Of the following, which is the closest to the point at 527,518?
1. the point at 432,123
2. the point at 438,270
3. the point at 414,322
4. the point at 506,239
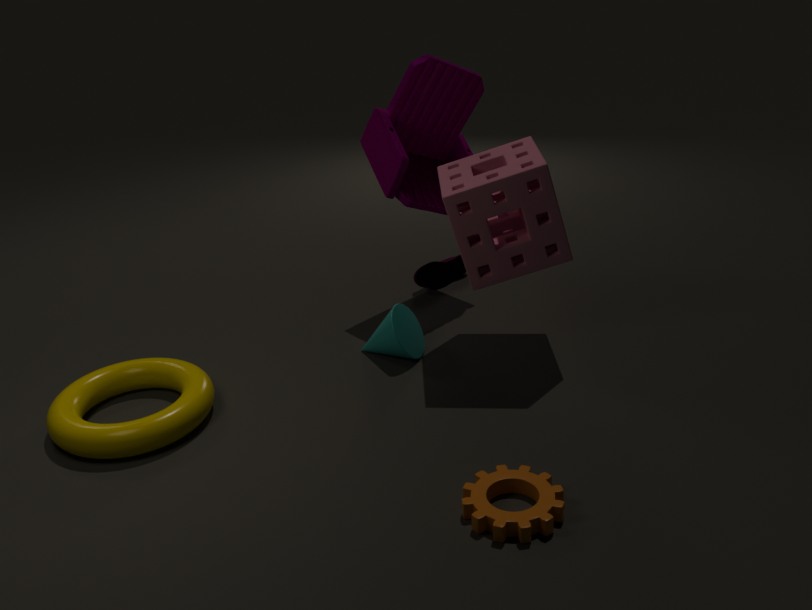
the point at 414,322
